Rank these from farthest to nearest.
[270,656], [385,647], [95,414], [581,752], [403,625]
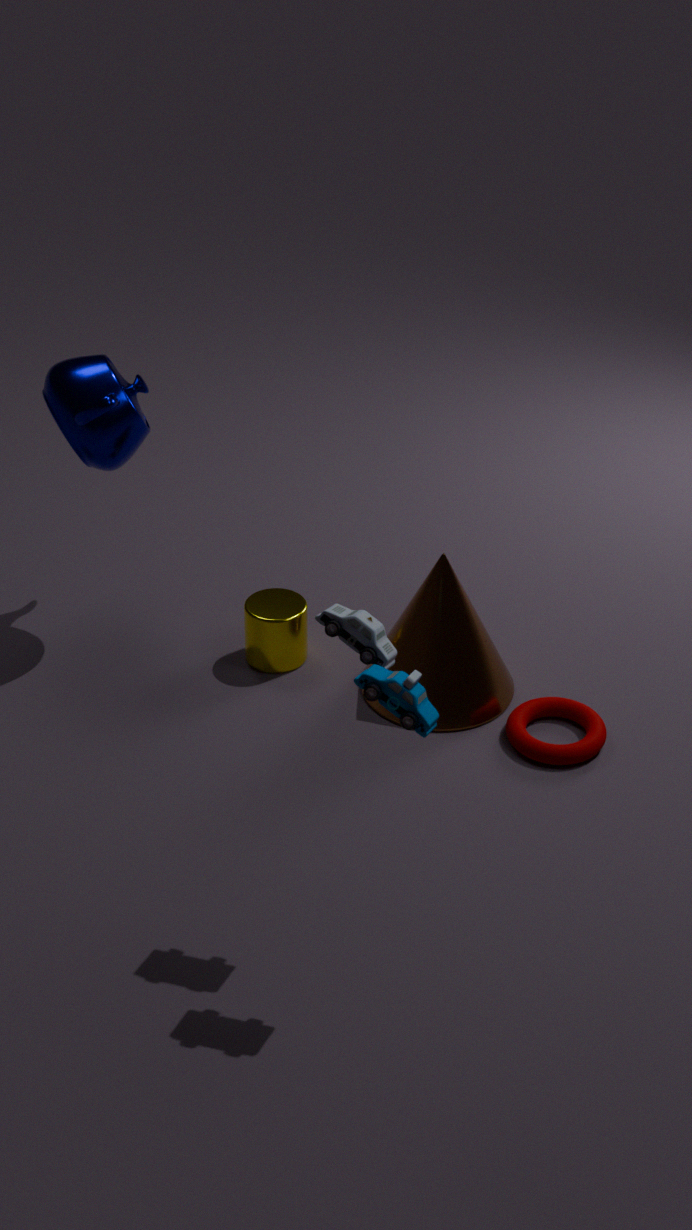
[270,656] → [403,625] → [95,414] → [581,752] → [385,647]
